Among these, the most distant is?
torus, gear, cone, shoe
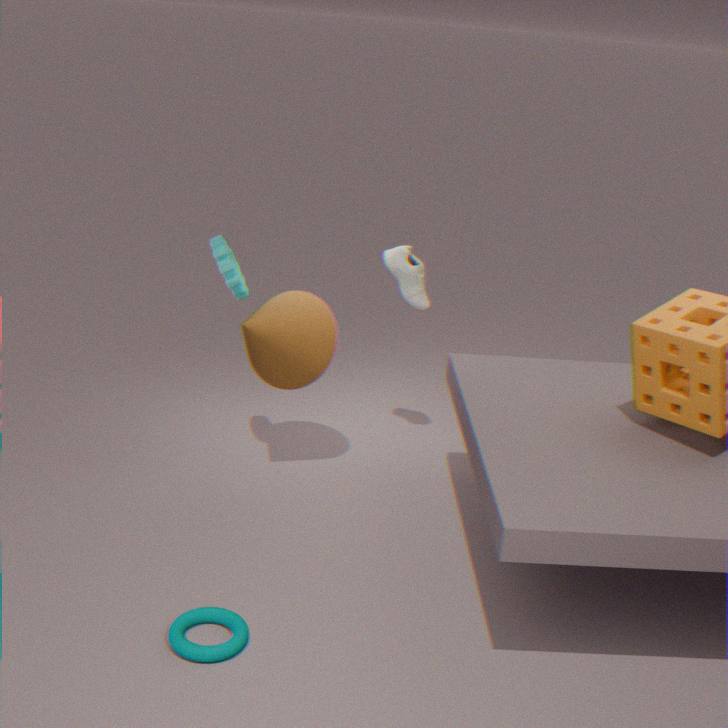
shoe
